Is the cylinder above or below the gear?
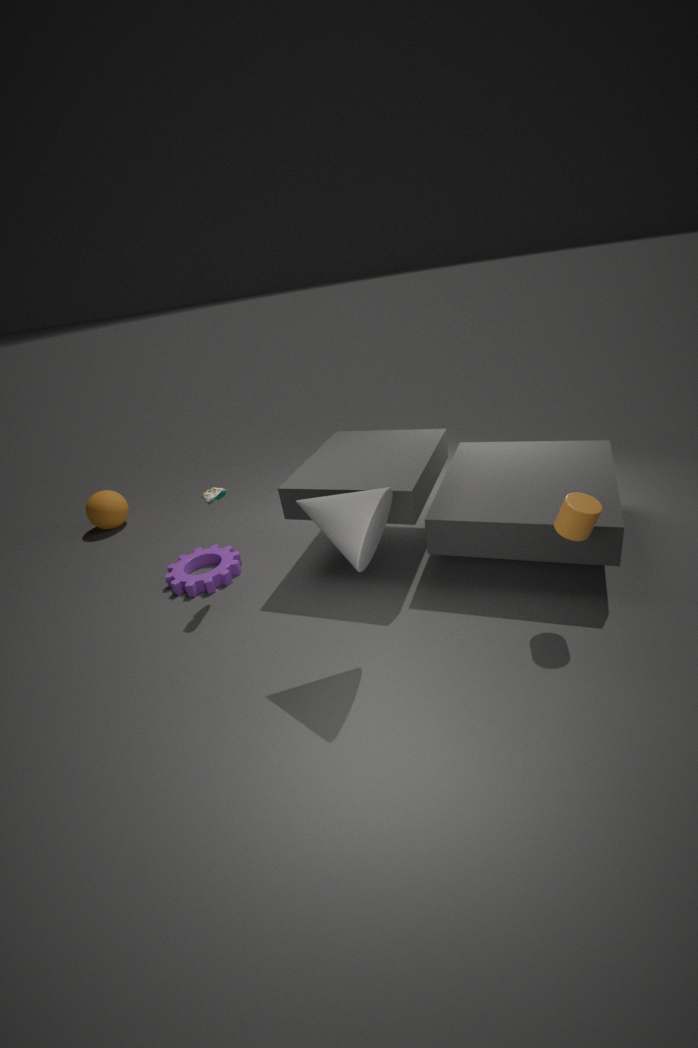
above
